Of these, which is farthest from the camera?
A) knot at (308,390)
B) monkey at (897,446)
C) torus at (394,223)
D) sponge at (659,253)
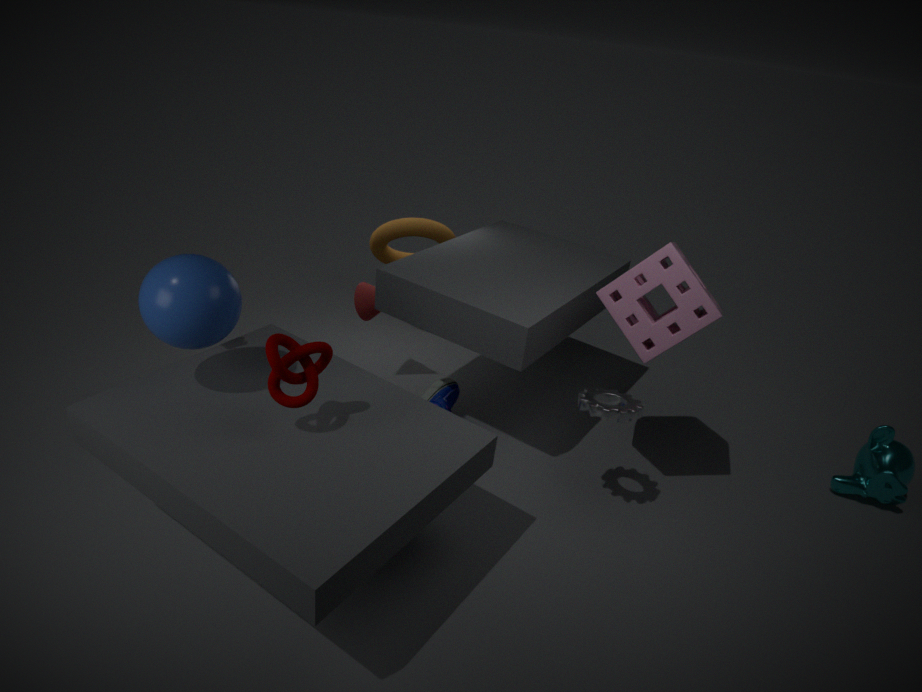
torus at (394,223)
